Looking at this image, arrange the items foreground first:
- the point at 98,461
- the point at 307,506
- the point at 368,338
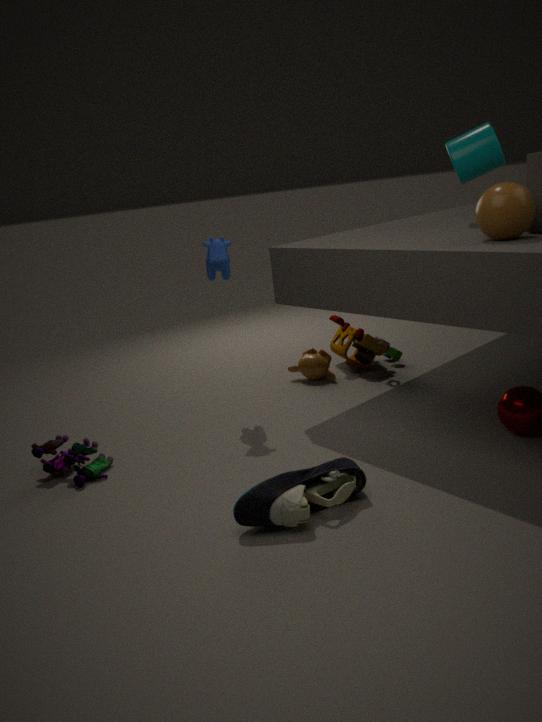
the point at 307,506, the point at 98,461, the point at 368,338
